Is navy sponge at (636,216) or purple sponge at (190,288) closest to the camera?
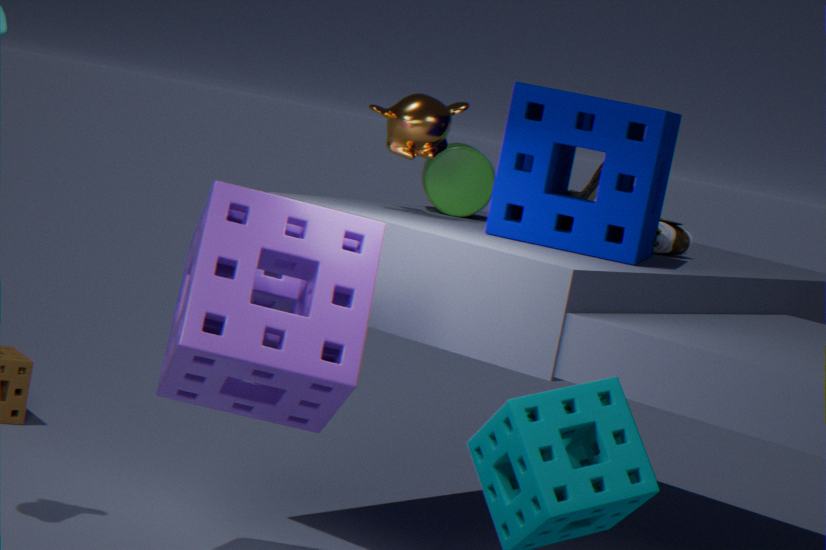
purple sponge at (190,288)
